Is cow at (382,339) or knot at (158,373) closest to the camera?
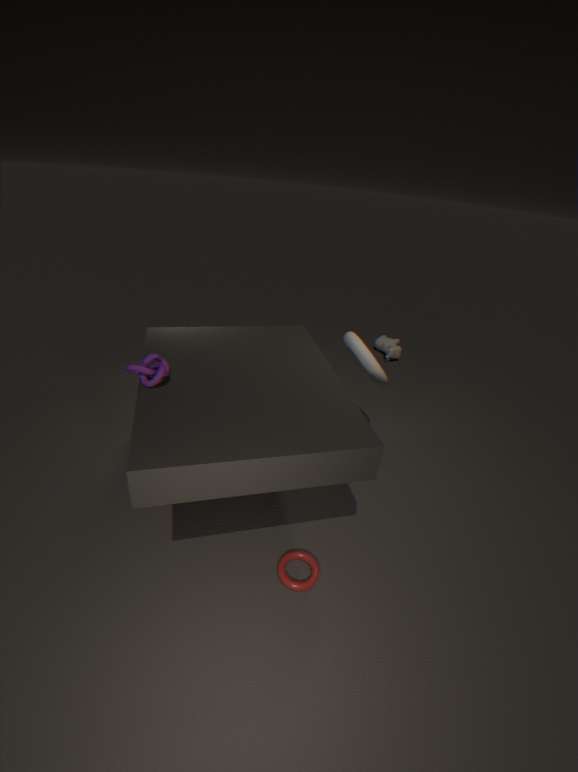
knot at (158,373)
